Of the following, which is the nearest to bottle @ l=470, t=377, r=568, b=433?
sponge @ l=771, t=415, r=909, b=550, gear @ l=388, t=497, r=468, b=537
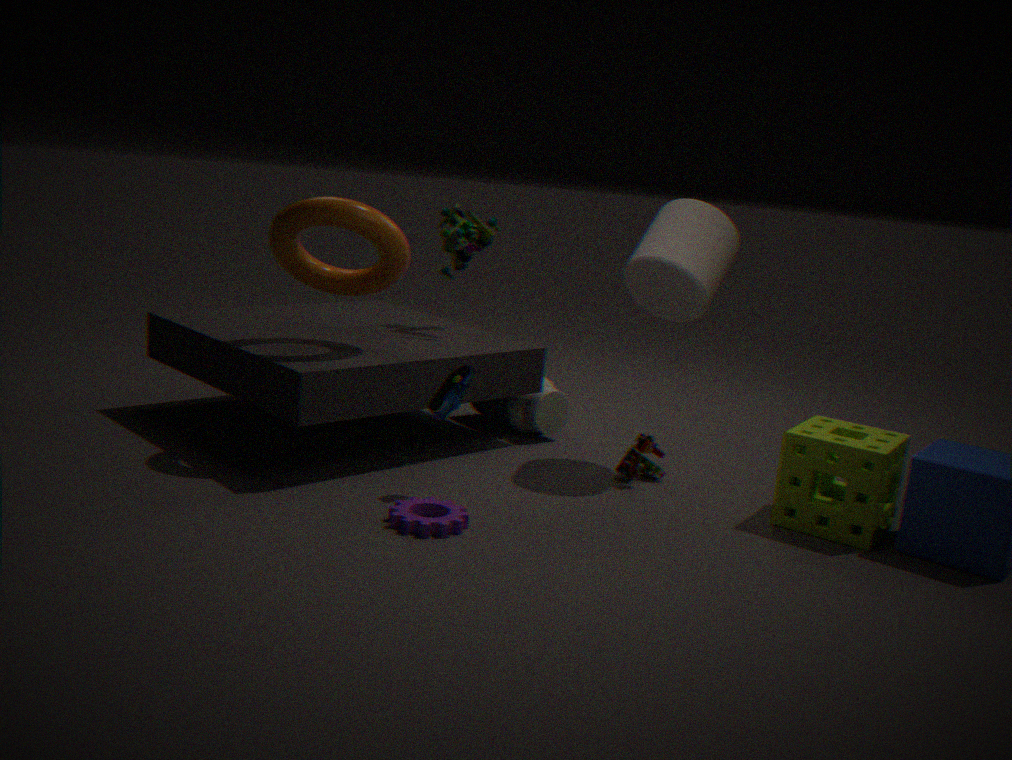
gear @ l=388, t=497, r=468, b=537
